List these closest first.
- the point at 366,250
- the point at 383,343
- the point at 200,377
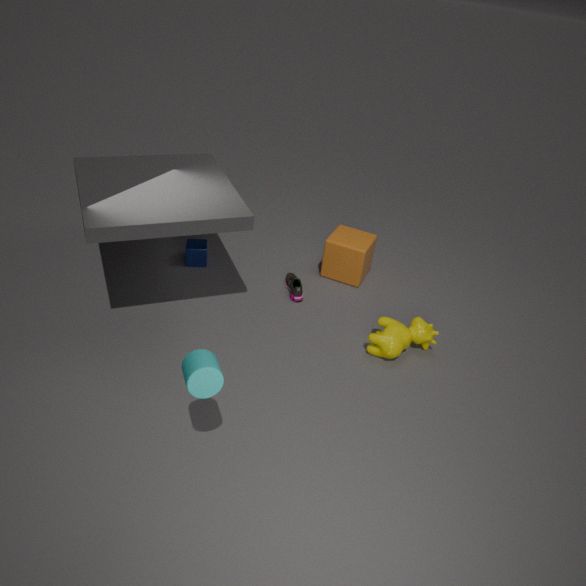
1. the point at 200,377
2. the point at 383,343
3. the point at 366,250
